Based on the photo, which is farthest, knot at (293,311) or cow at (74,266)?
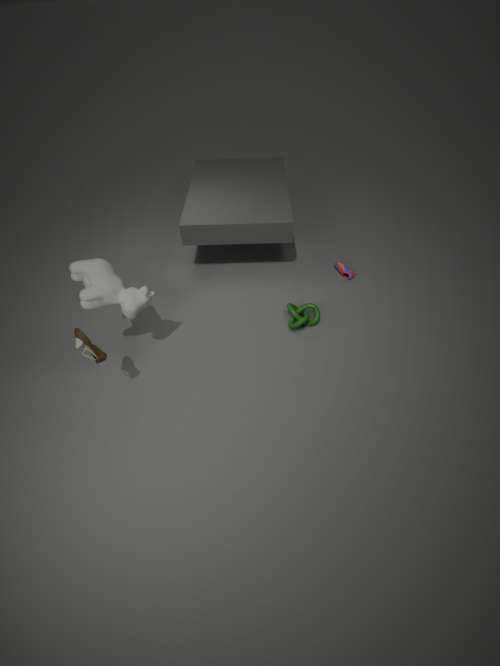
knot at (293,311)
